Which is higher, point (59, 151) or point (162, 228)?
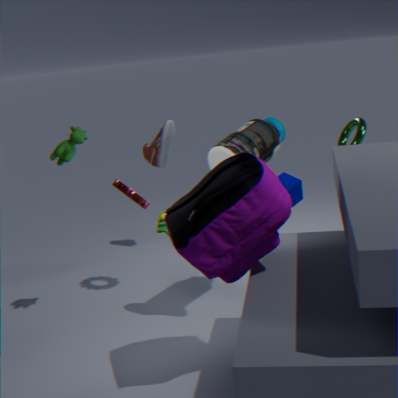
point (59, 151)
